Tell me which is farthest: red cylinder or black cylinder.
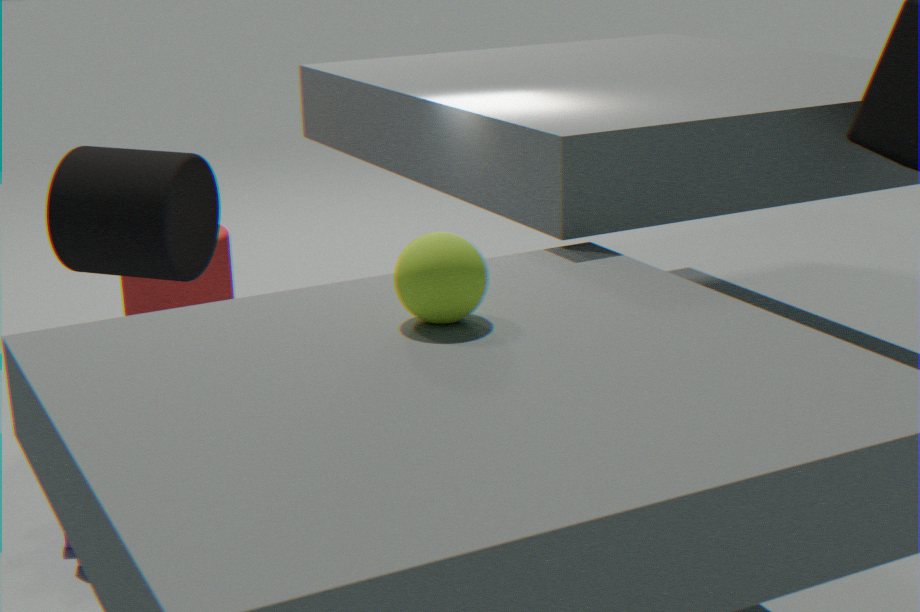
red cylinder
